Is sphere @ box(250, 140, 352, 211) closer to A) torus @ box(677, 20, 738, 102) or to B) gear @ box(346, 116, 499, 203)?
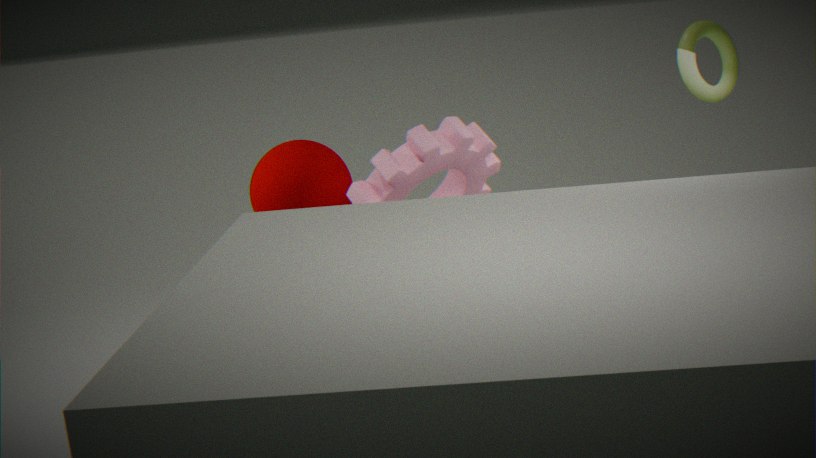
B) gear @ box(346, 116, 499, 203)
